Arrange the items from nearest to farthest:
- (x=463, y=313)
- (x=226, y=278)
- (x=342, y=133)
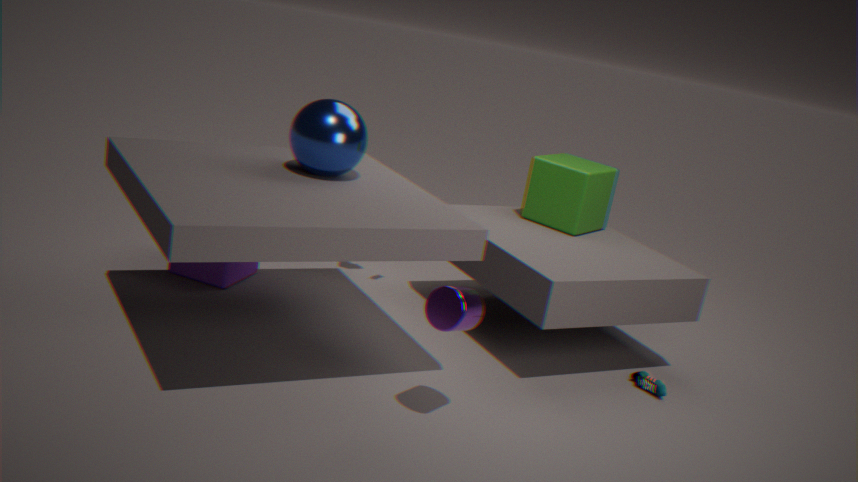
(x=463, y=313) → (x=342, y=133) → (x=226, y=278)
